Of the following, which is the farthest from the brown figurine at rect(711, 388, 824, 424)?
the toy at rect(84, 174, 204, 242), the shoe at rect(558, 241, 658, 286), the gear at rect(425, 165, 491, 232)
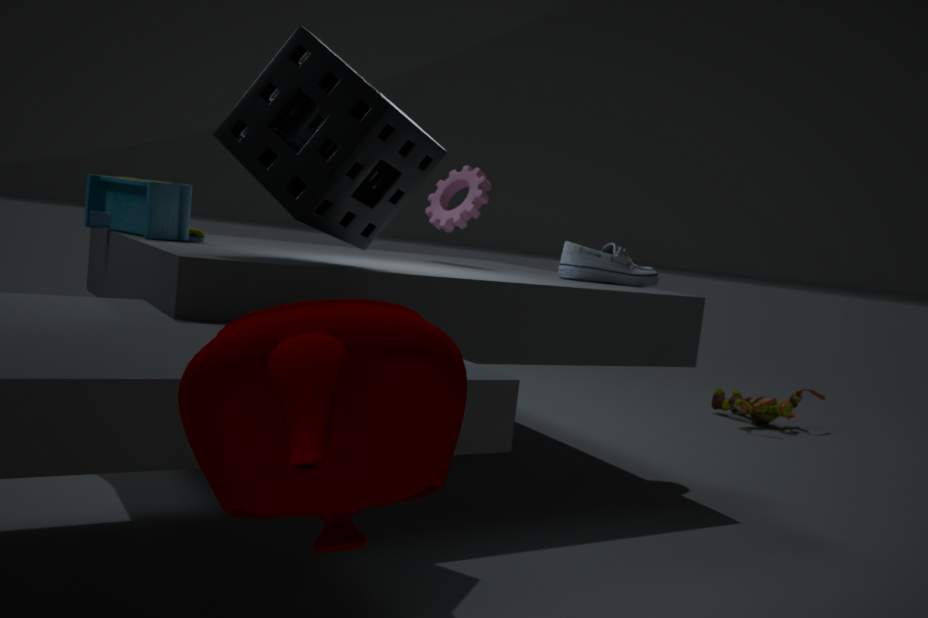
the toy at rect(84, 174, 204, 242)
